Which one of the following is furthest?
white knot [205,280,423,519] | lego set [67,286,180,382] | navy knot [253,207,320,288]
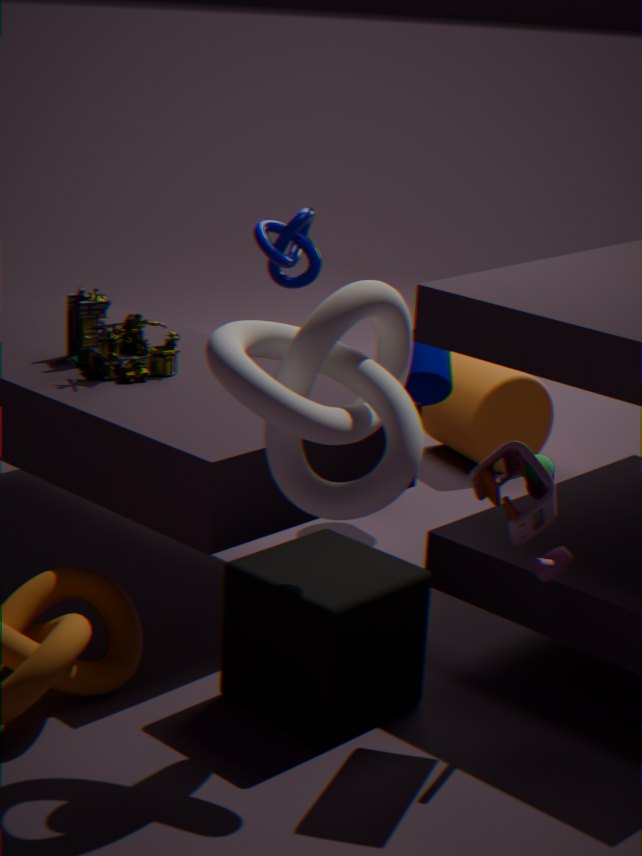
navy knot [253,207,320,288]
